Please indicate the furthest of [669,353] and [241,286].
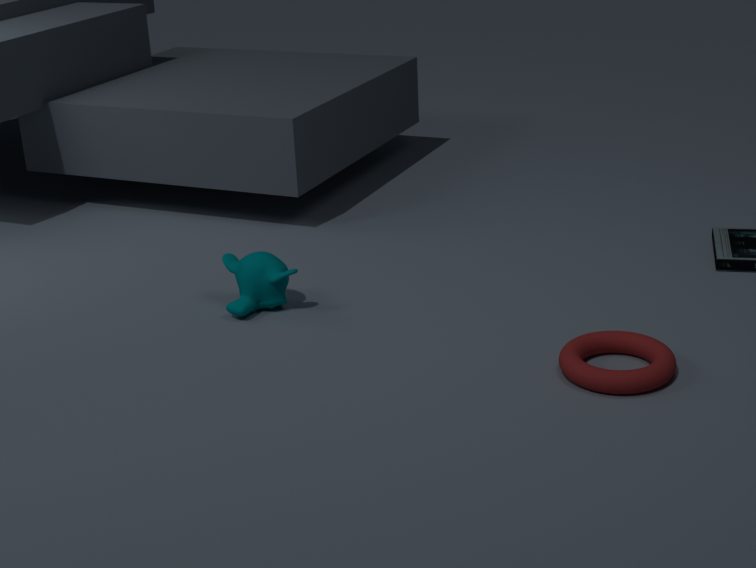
[241,286]
